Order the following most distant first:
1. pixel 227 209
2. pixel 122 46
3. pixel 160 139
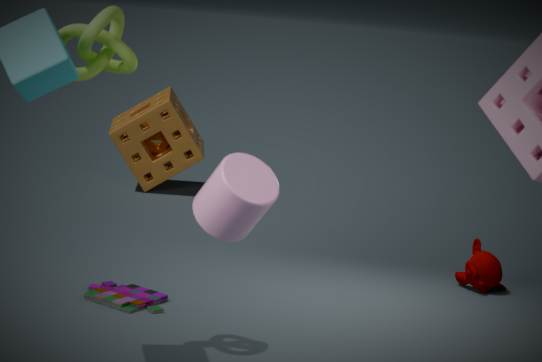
pixel 160 139, pixel 122 46, pixel 227 209
